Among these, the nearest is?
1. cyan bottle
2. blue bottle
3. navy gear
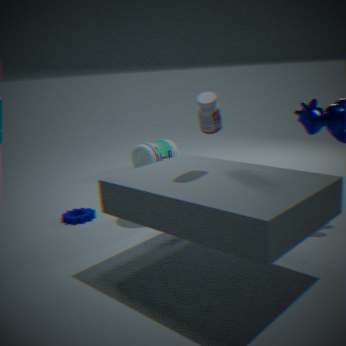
blue bottle
